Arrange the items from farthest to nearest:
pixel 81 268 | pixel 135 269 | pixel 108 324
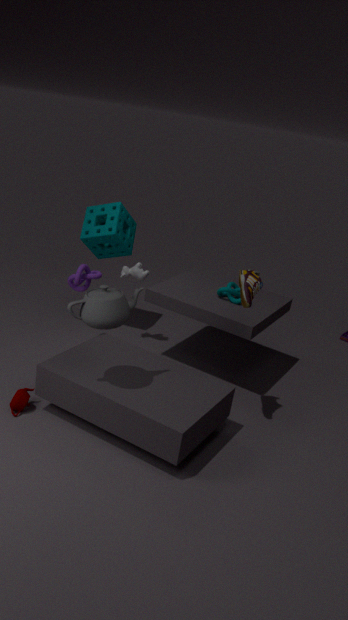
1. pixel 135 269
2. pixel 81 268
3. pixel 108 324
